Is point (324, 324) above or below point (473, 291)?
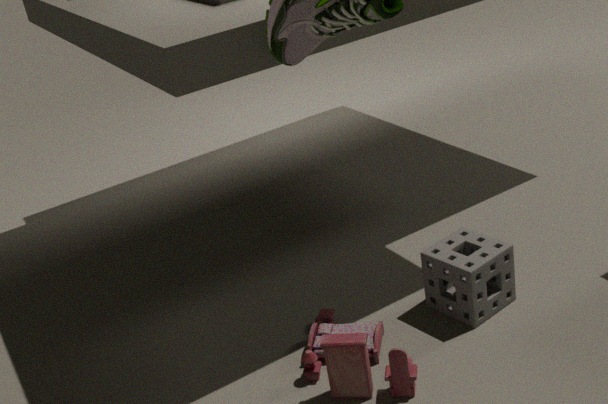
below
